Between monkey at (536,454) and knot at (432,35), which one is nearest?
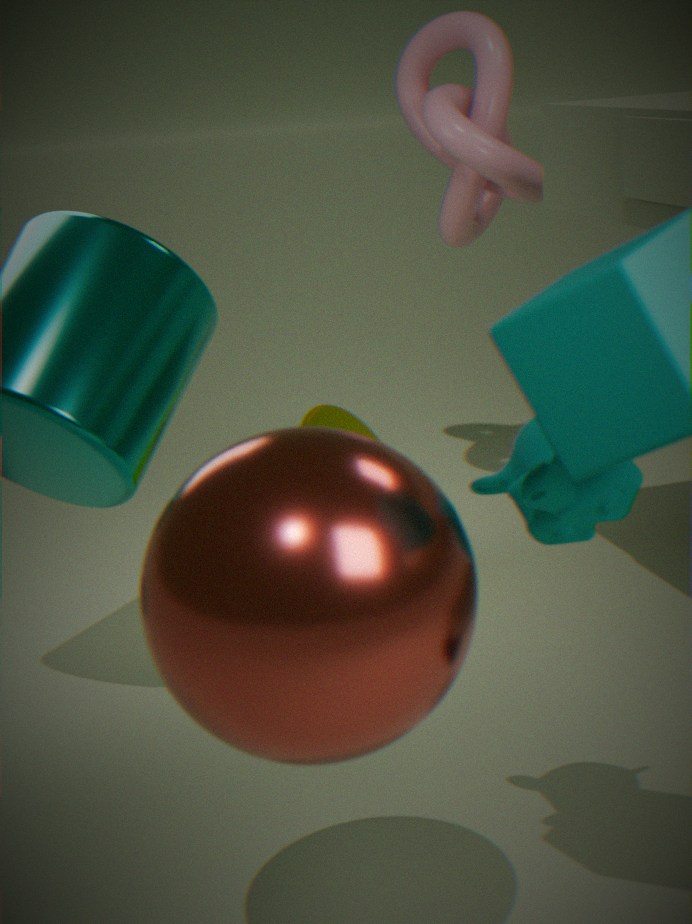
monkey at (536,454)
